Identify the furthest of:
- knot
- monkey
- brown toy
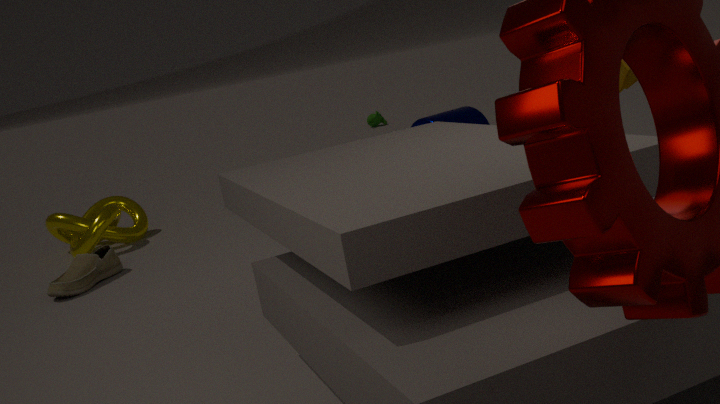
monkey
